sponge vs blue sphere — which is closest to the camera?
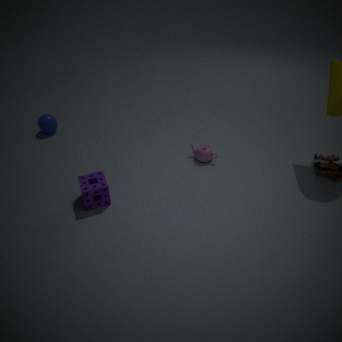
sponge
